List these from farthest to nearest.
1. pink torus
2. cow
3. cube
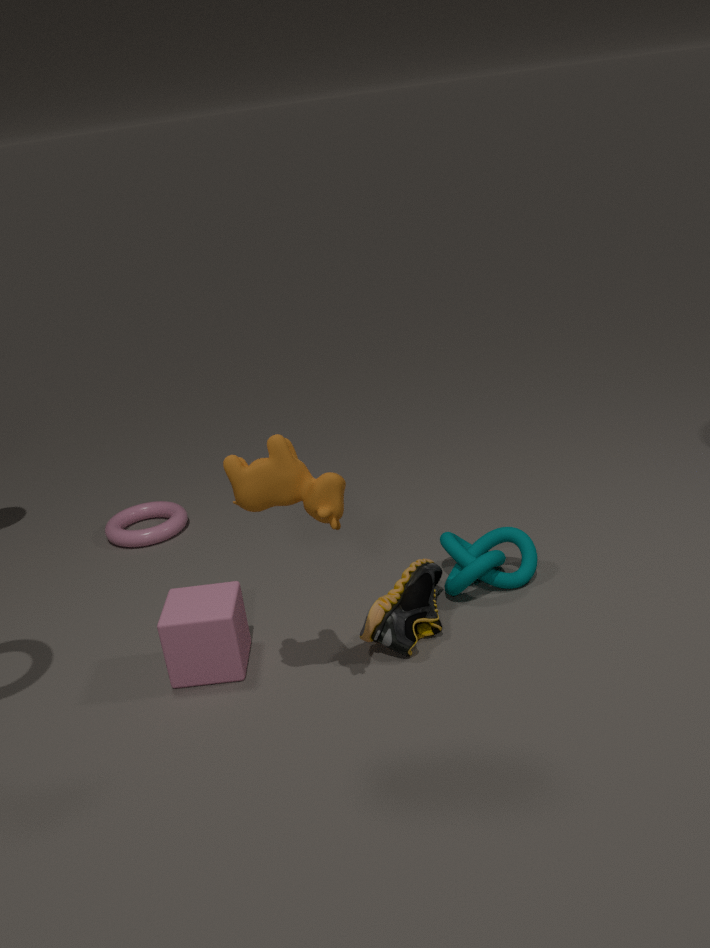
1. pink torus
2. cube
3. cow
